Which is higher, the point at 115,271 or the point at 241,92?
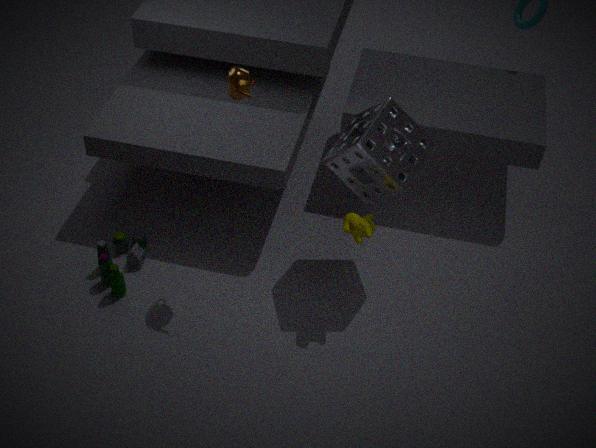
the point at 241,92
